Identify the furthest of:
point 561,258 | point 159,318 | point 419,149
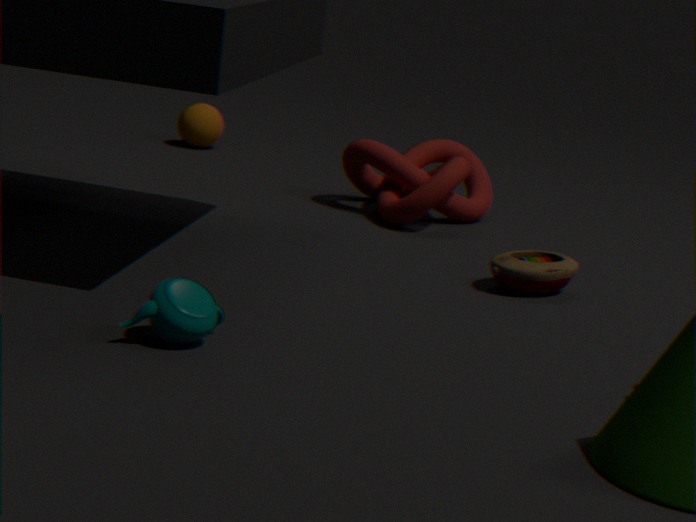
point 419,149
